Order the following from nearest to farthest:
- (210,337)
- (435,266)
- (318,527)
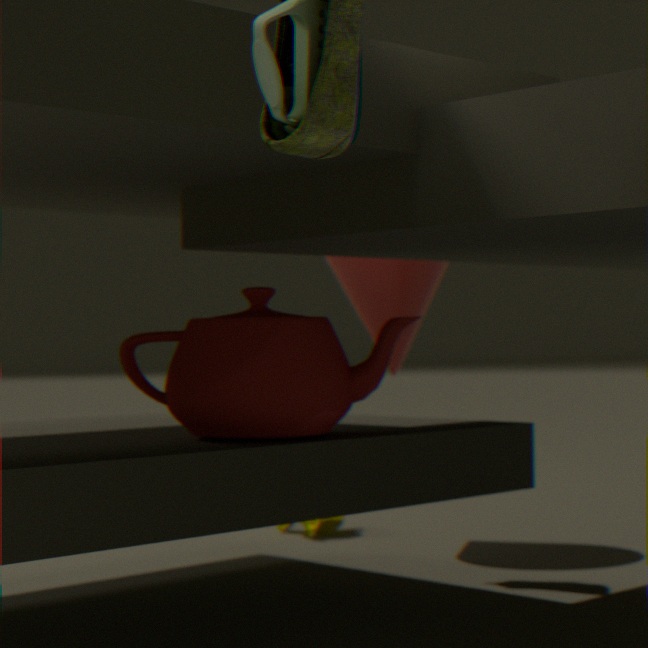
(210,337)
(435,266)
(318,527)
